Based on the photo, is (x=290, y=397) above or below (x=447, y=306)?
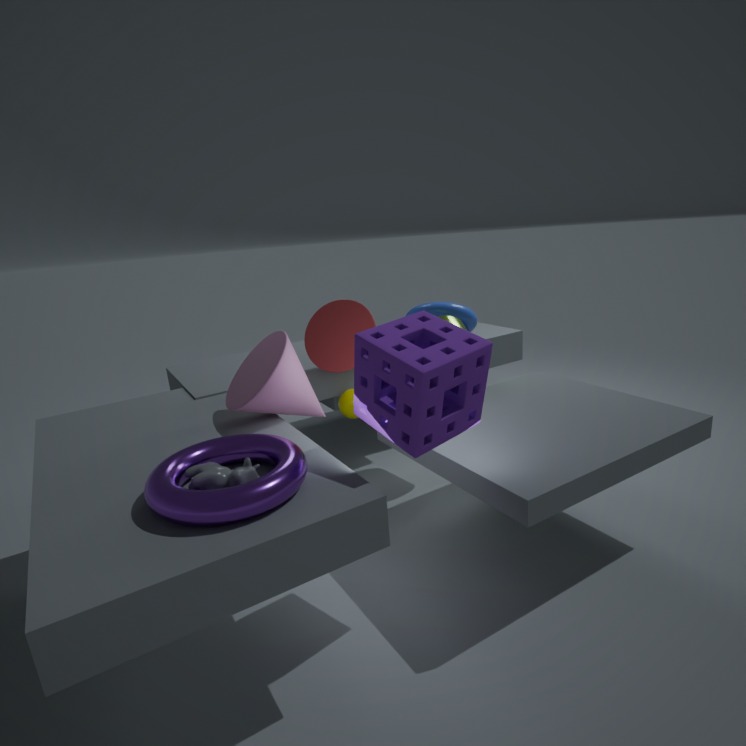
above
